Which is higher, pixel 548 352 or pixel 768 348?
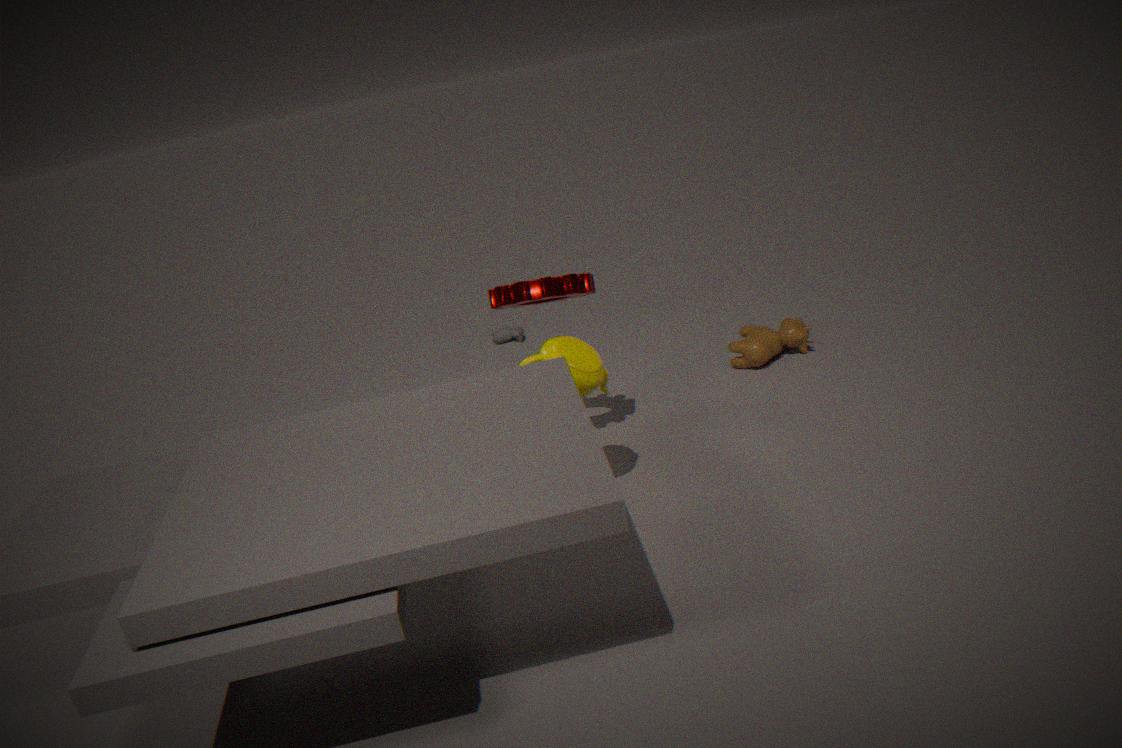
pixel 548 352
